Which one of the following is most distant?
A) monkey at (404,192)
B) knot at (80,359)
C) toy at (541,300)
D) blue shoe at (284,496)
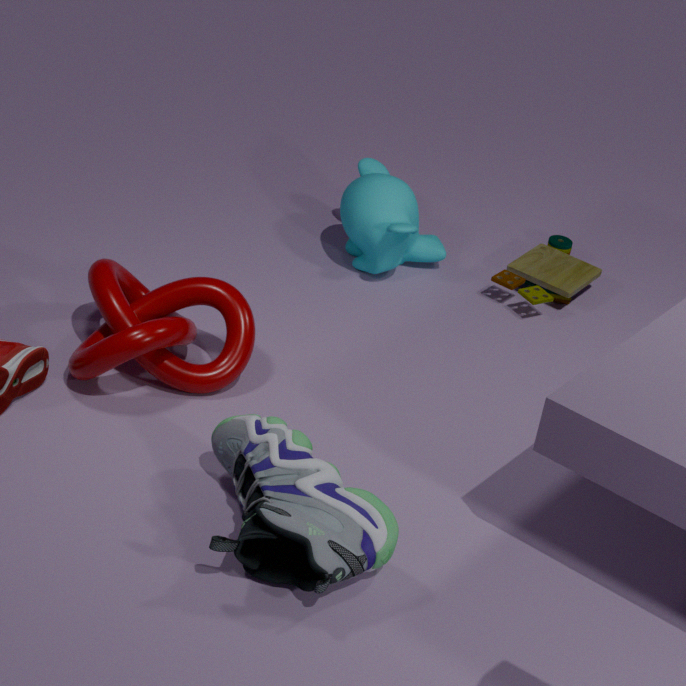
toy at (541,300)
